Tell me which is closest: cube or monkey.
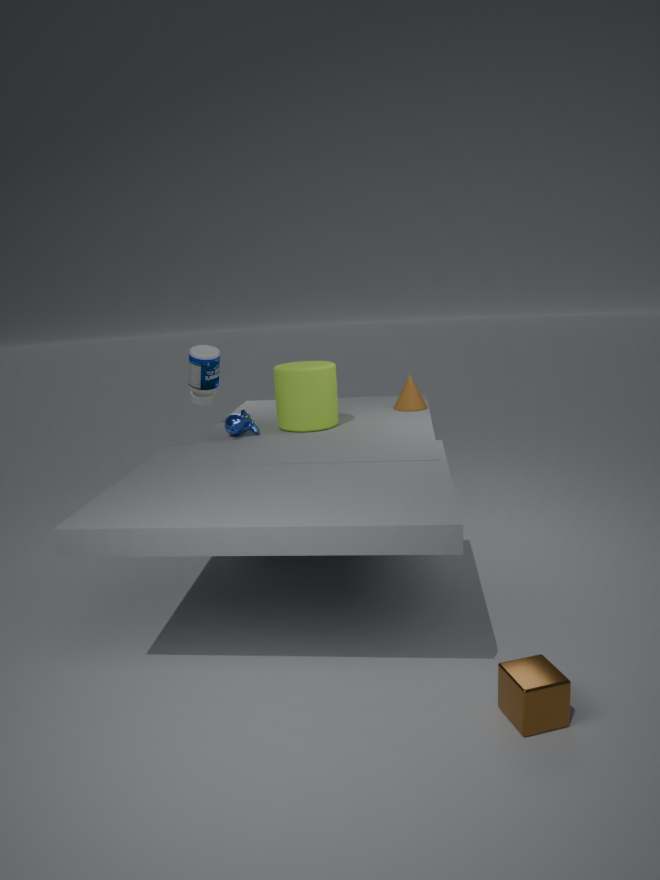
cube
